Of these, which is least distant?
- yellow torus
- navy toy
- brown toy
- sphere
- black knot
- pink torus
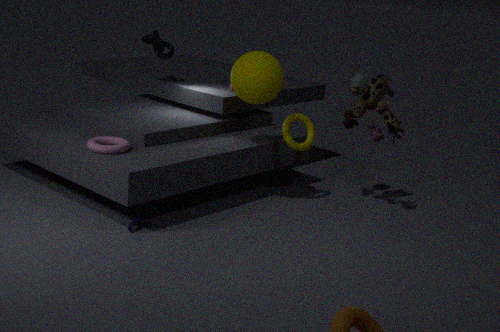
navy toy
